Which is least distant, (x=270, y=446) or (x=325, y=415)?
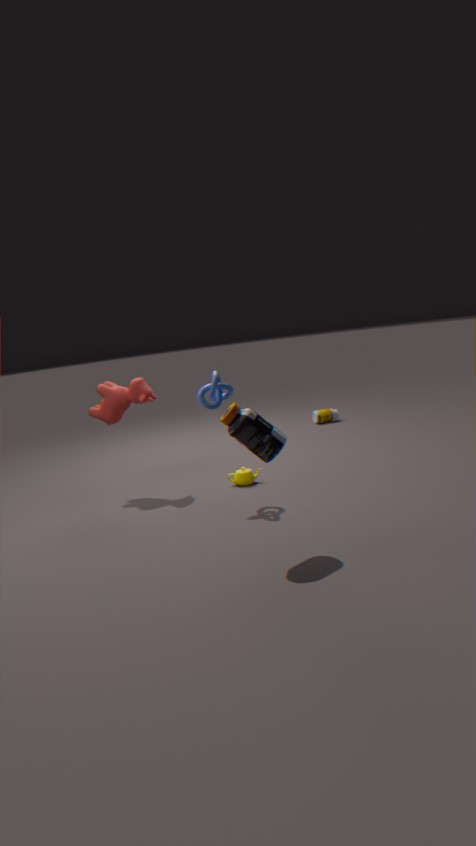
(x=270, y=446)
